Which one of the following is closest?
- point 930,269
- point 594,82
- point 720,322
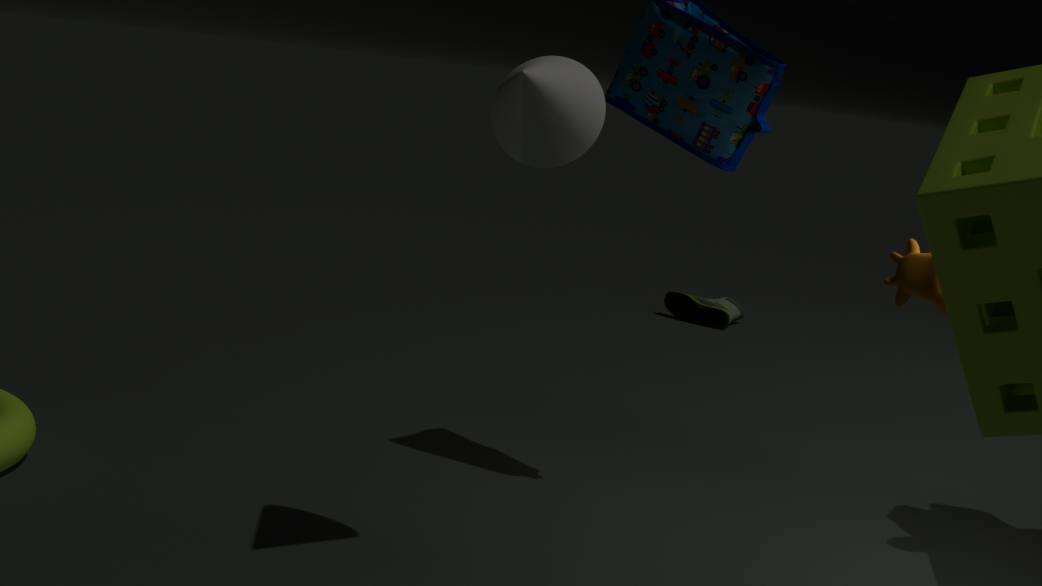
point 930,269
